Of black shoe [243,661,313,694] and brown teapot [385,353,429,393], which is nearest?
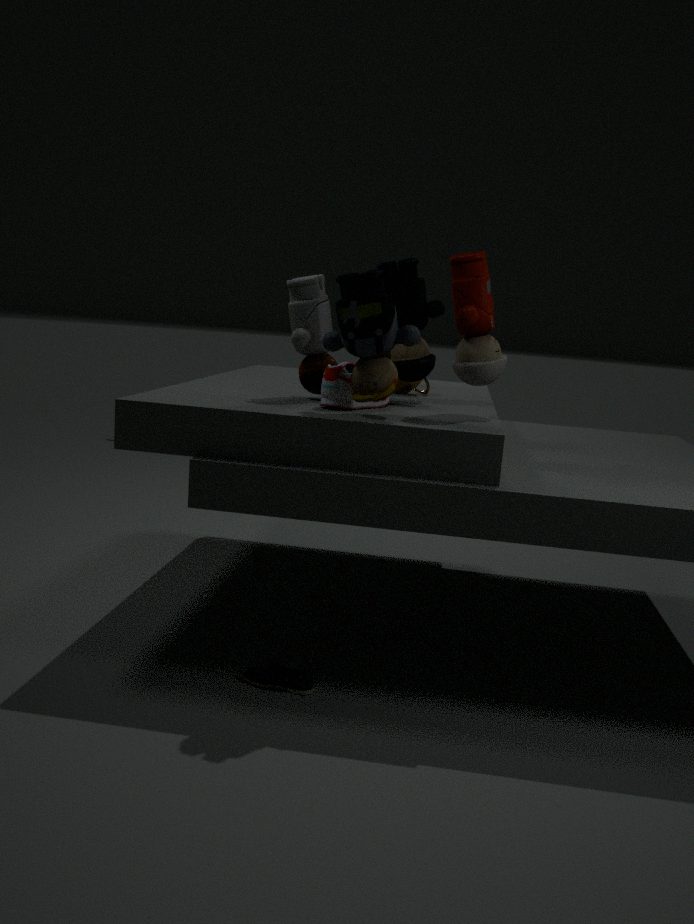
black shoe [243,661,313,694]
